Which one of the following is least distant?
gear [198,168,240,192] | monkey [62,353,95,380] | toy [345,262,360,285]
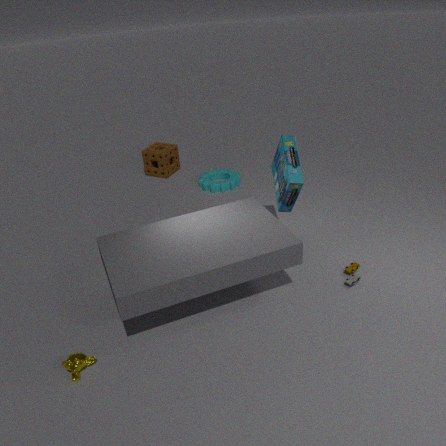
monkey [62,353,95,380]
